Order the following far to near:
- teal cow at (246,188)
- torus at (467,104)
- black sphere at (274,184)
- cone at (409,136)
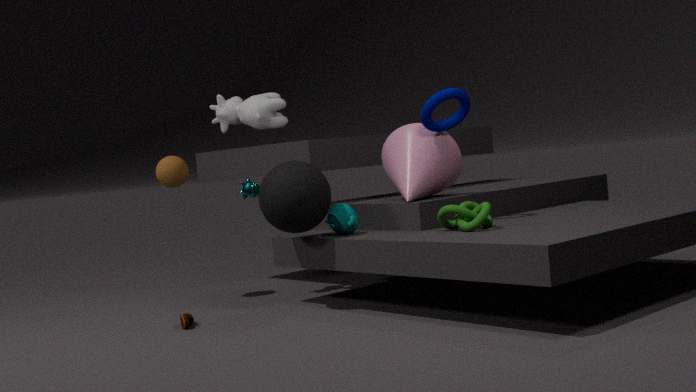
teal cow at (246,188), cone at (409,136), torus at (467,104), black sphere at (274,184)
